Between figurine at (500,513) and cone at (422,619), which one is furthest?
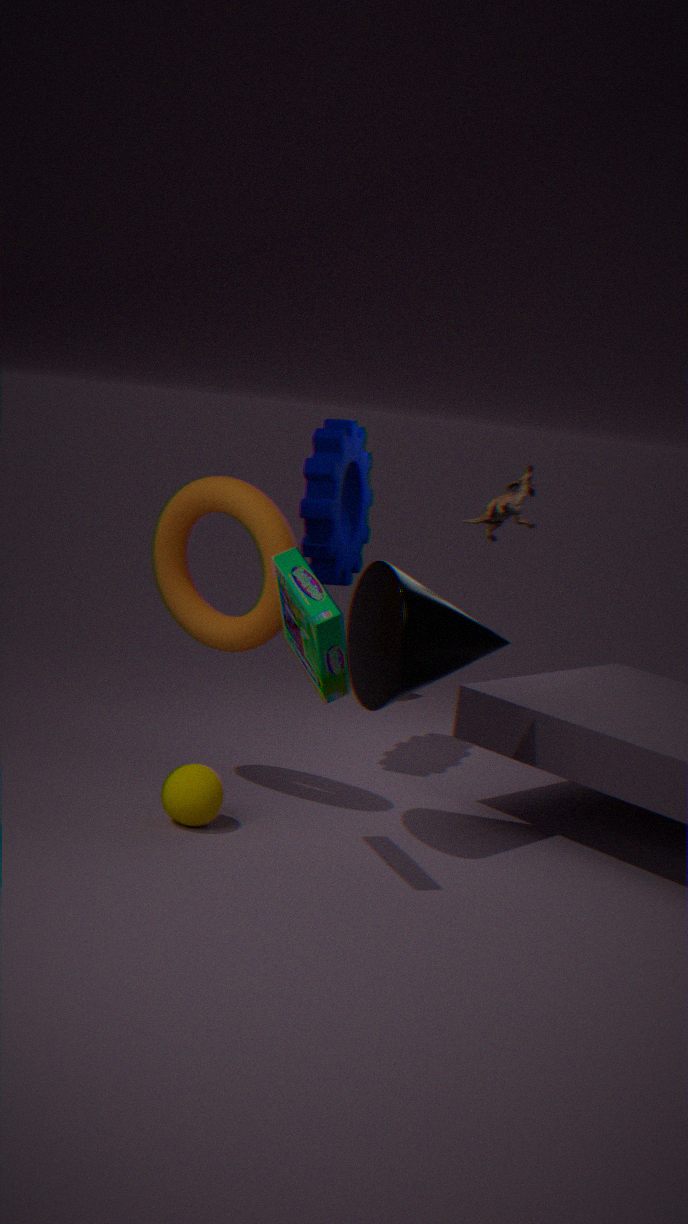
figurine at (500,513)
